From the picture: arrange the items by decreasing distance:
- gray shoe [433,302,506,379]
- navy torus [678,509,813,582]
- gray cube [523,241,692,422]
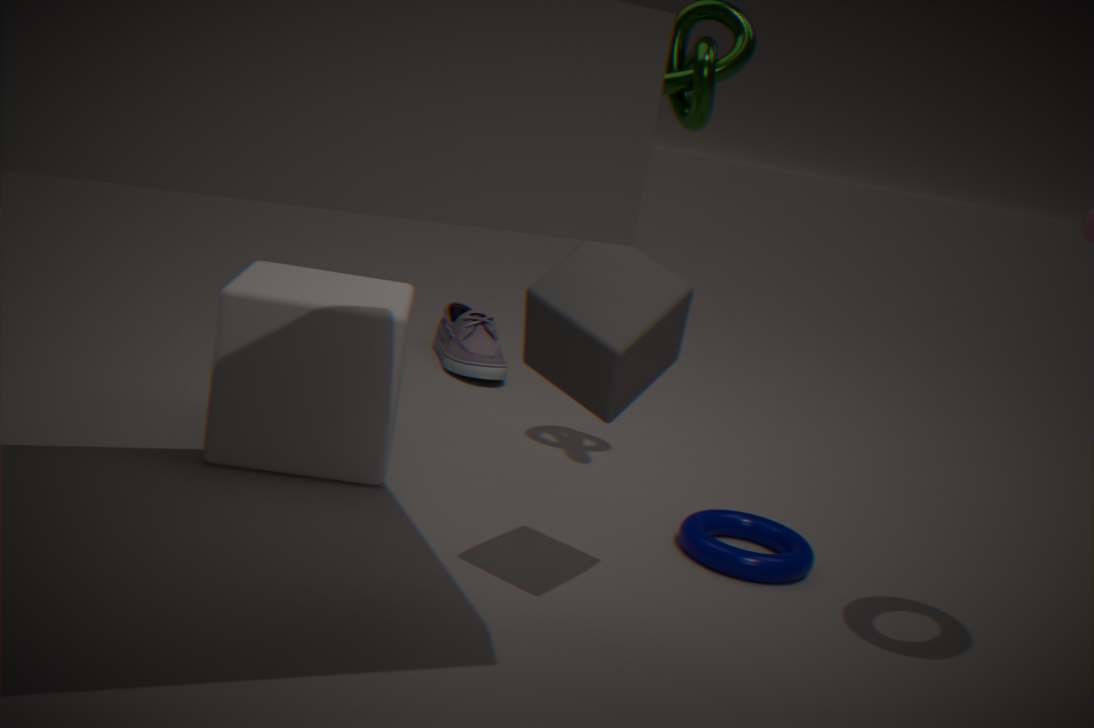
gray shoe [433,302,506,379]
navy torus [678,509,813,582]
gray cube [523,241,692,422]
